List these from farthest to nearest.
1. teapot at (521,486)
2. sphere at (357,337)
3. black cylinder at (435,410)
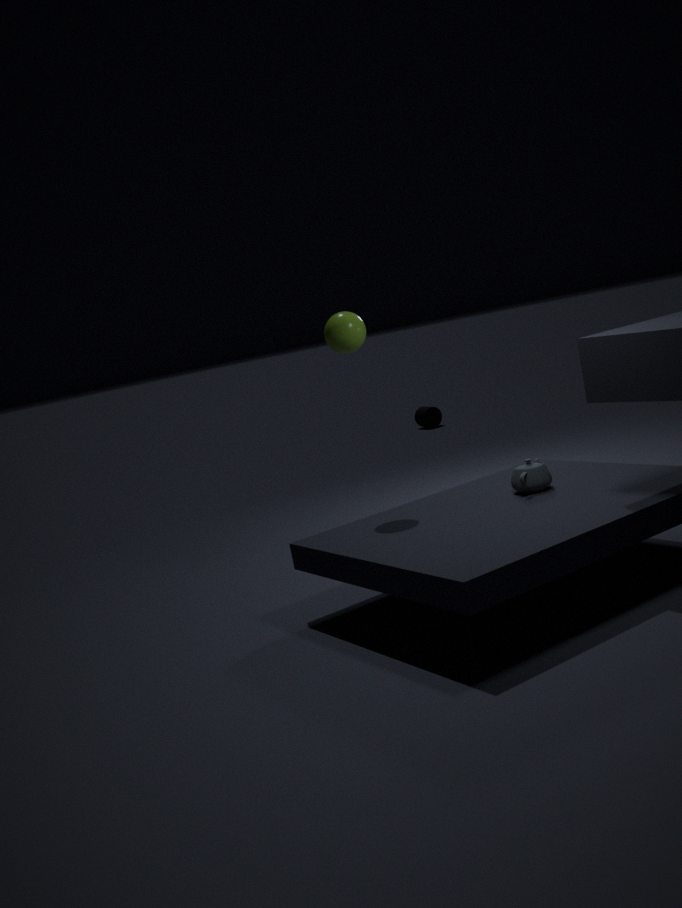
black cylinder at (435,410) → sphere at (357,337) → teapot at (521,486)
